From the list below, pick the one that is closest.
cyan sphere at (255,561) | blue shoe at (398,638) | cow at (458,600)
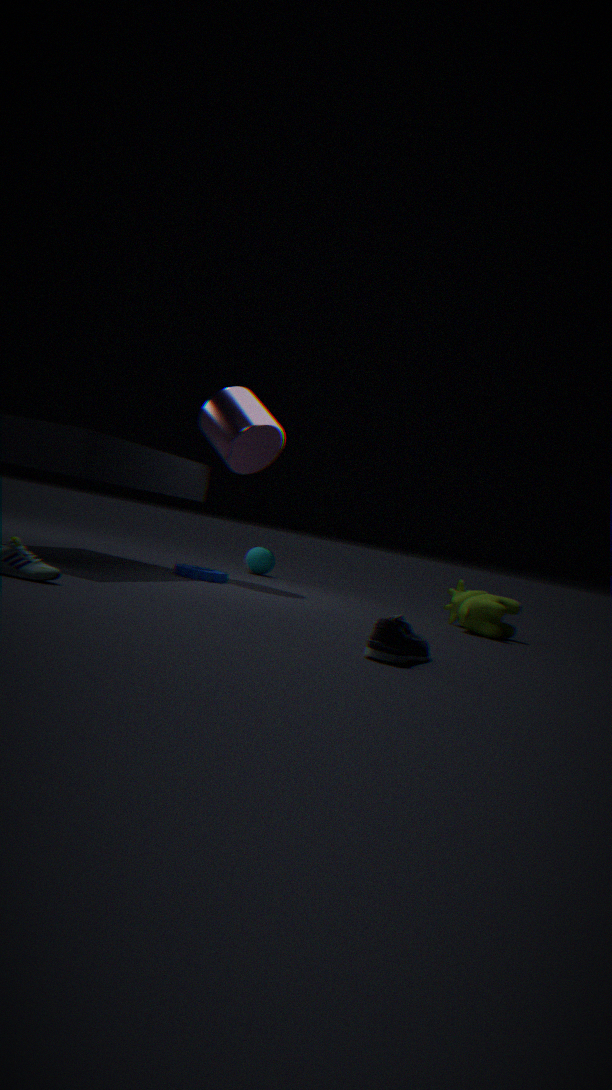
blue shoe at (398,638)
